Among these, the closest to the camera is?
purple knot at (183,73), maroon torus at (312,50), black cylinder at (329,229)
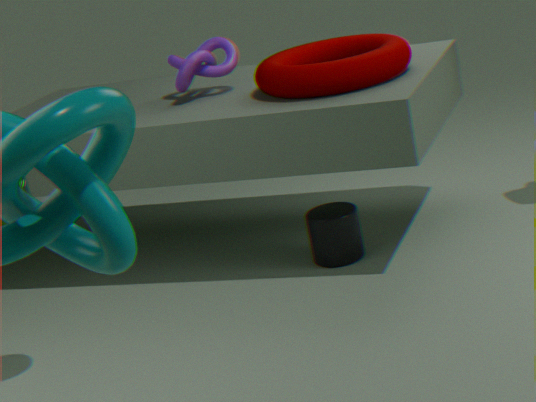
maroon torus at (312,50)
